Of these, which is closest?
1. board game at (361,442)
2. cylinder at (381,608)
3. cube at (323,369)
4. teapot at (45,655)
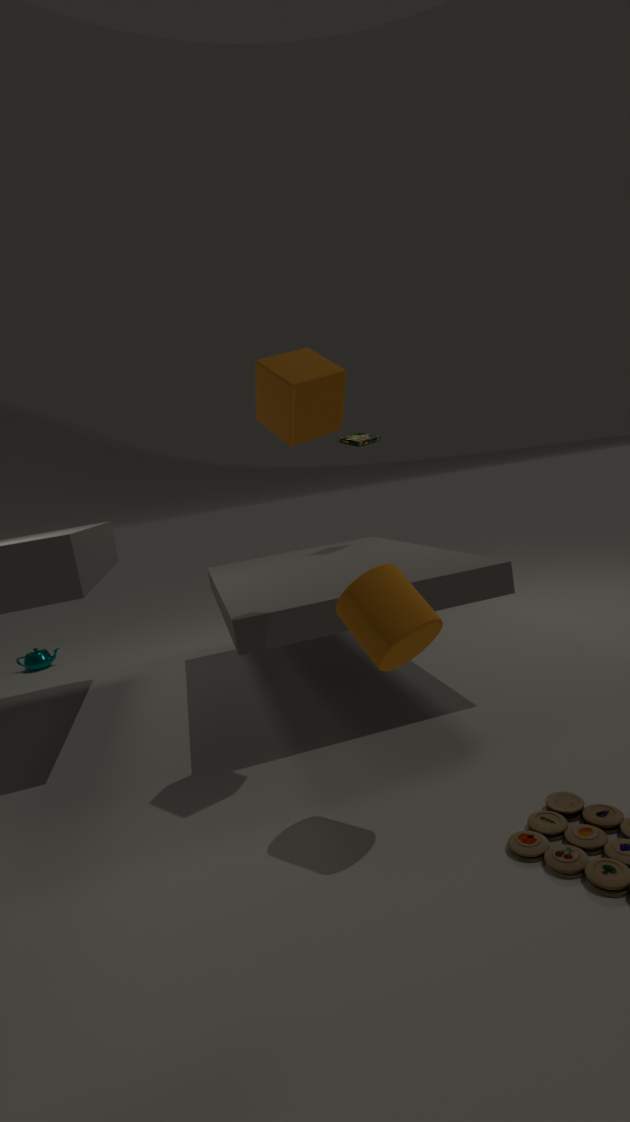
cylinder at (381,608)
